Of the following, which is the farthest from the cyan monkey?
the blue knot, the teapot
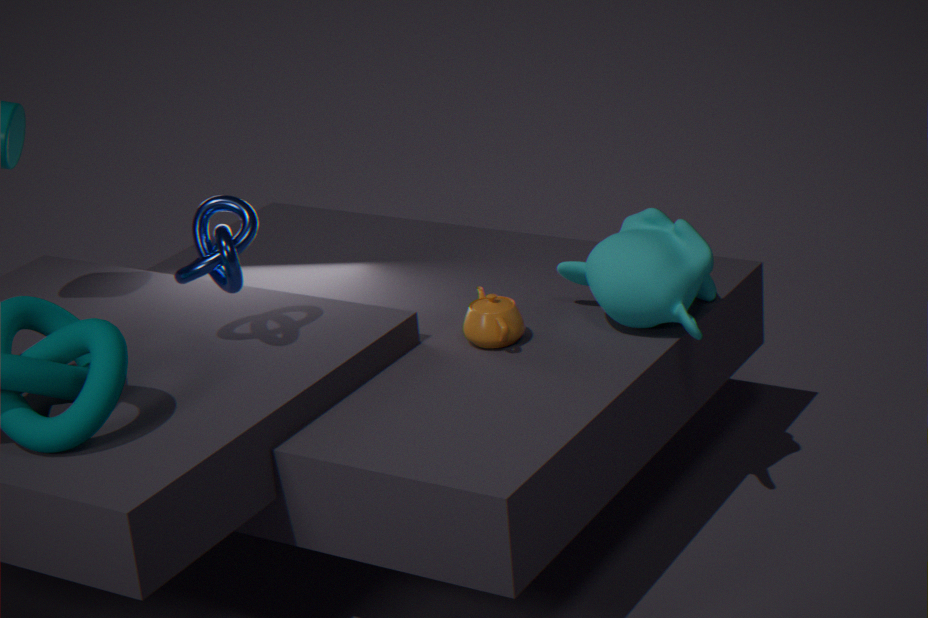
the blue knot
